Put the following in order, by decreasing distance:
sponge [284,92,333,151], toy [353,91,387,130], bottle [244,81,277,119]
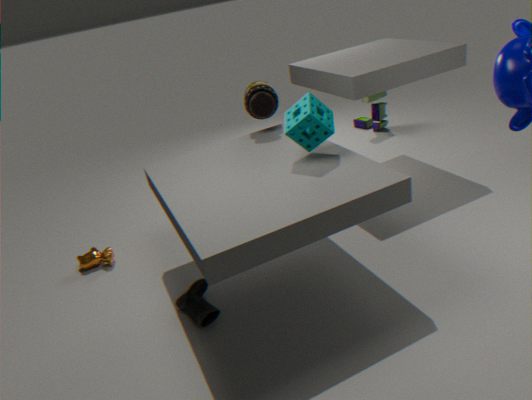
toy [353,91,387,130]
bottle [244,81,277,119]
sponge [284,92,333,151]
